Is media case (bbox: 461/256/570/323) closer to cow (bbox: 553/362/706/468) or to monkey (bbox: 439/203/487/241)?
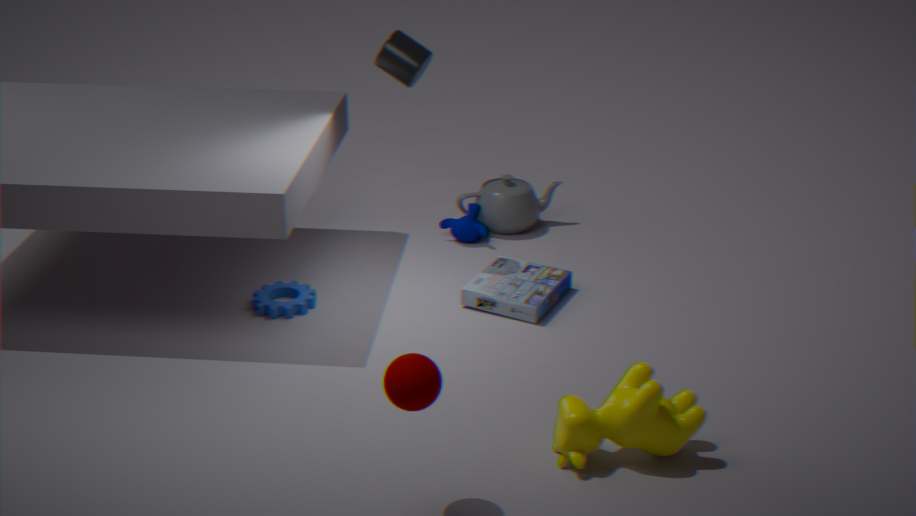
monkey (bbox: 439/203/487/241)
